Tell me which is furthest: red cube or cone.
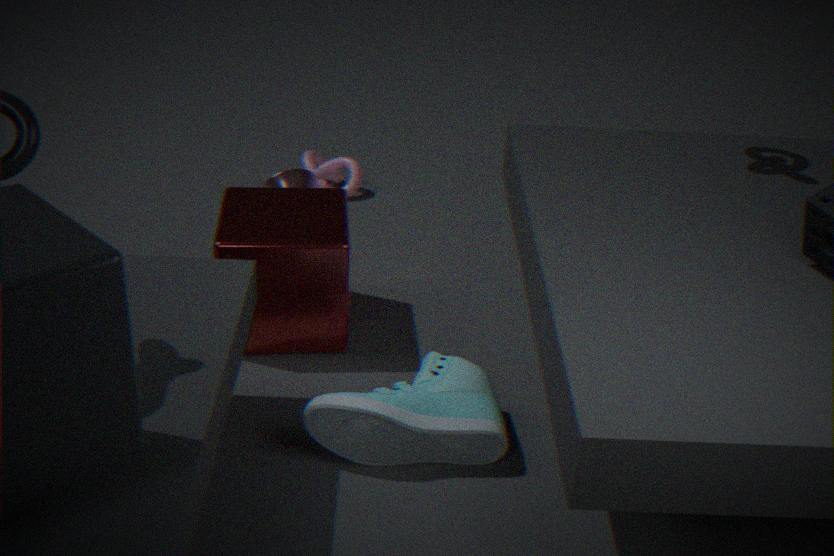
cone
